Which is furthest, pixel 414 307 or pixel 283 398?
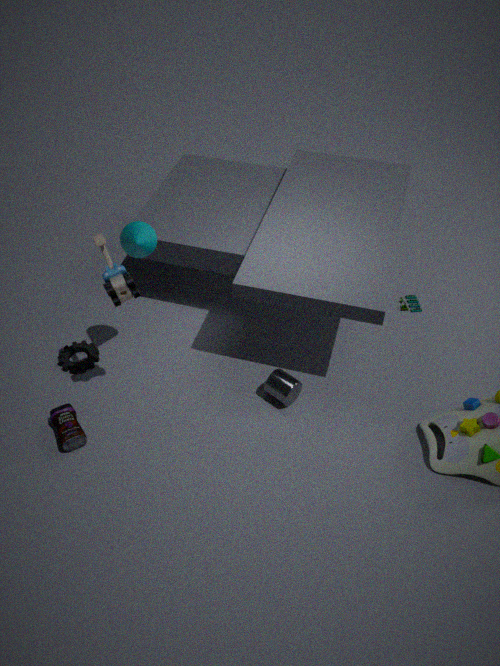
pixel 414 307
